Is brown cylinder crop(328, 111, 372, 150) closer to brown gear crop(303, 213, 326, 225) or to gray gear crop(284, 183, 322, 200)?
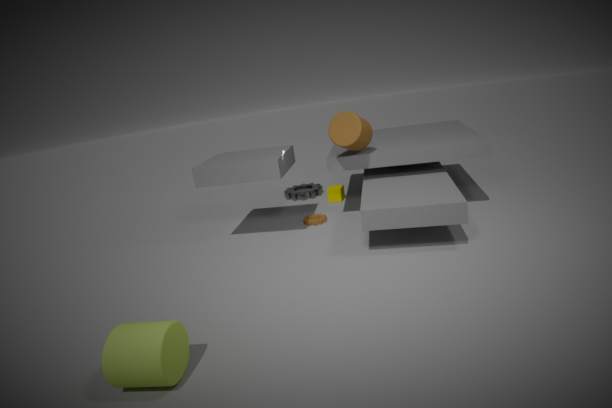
brown gear crop(303, 213, 326, 225)
